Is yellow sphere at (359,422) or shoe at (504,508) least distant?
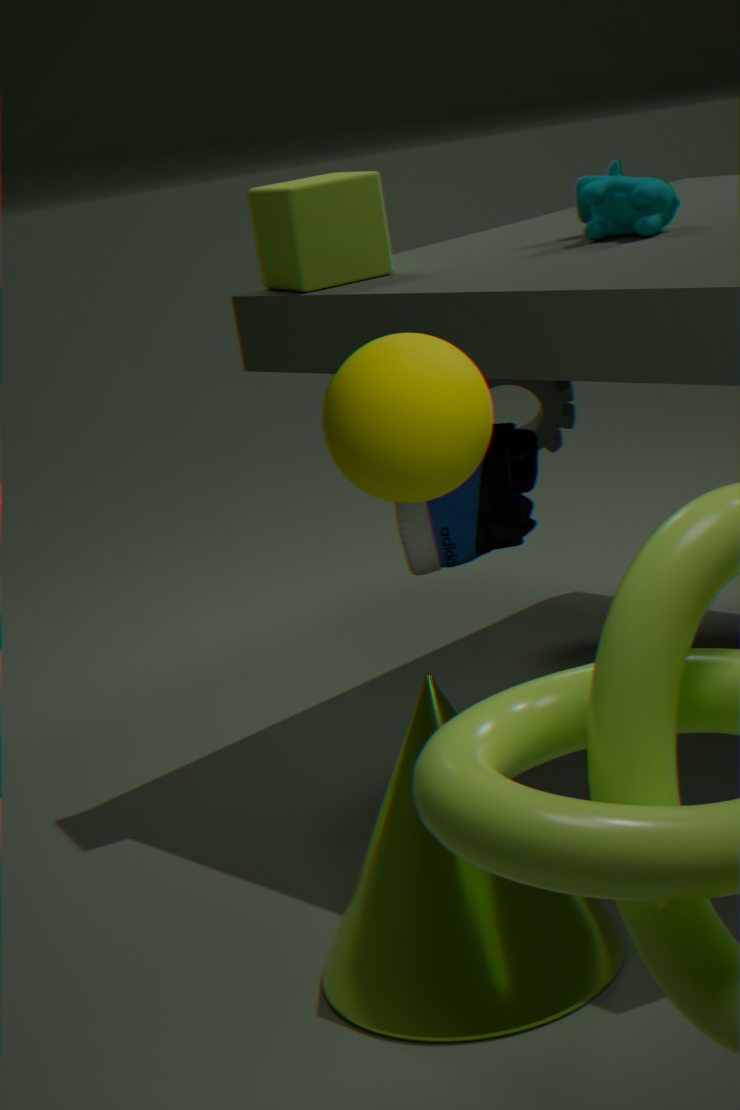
yellow sphere at (359,422)
